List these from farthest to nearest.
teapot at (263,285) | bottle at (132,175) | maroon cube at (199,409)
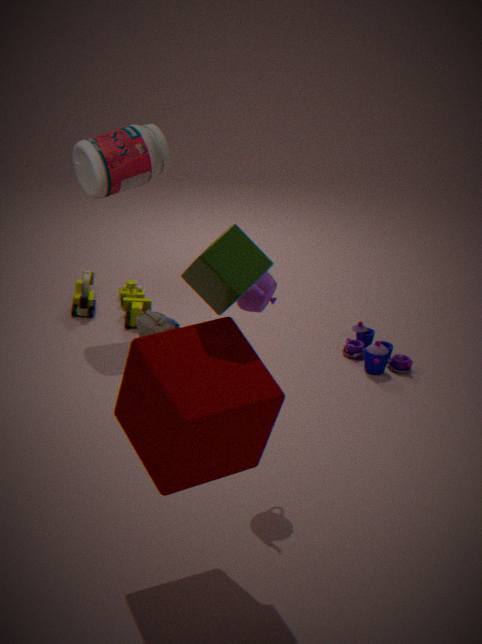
bottle at (132,175)
teapot at (263,285)
maroon cube at (199,409)
